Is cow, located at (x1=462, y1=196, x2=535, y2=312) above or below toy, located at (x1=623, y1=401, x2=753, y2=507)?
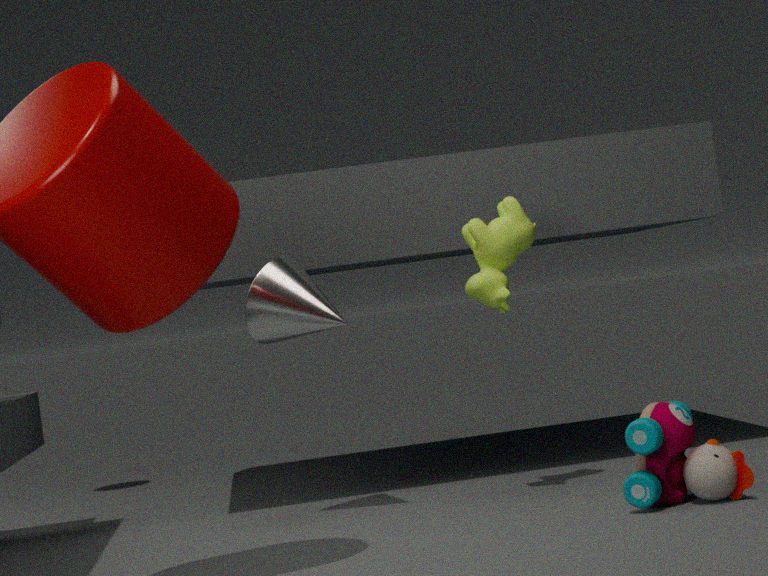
above
